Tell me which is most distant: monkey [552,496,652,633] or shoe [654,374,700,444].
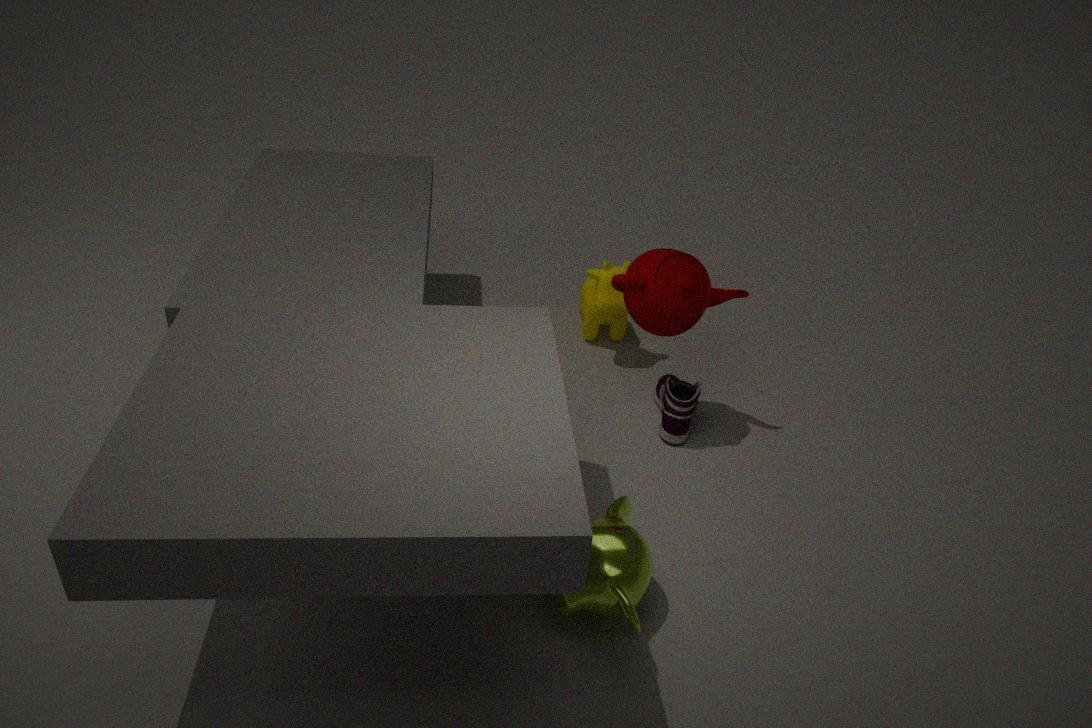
shoe [654,374,700,444]
